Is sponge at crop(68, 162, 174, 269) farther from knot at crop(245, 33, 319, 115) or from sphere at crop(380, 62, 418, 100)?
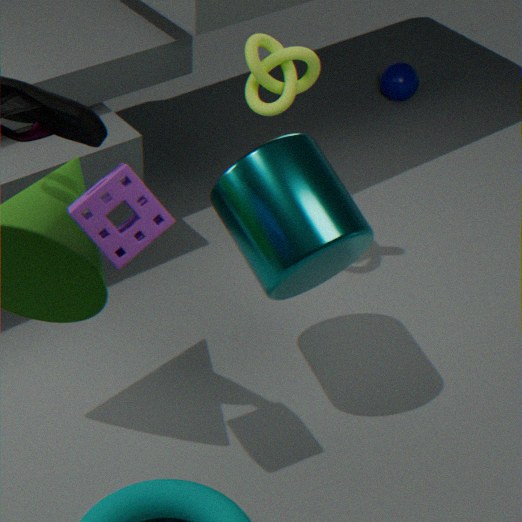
sphere at crop(380, 62, 418, 100)
